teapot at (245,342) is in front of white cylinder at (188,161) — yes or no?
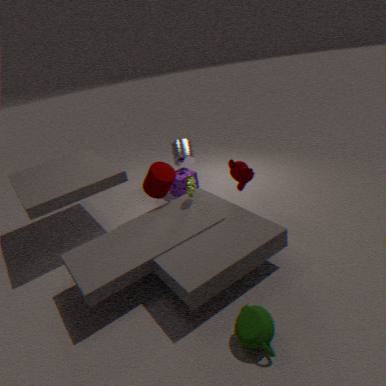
Yes
